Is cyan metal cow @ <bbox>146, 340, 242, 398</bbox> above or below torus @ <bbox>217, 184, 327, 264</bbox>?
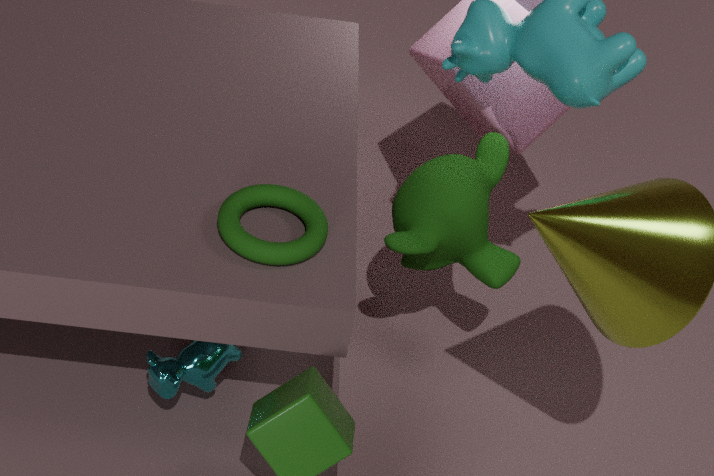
below
